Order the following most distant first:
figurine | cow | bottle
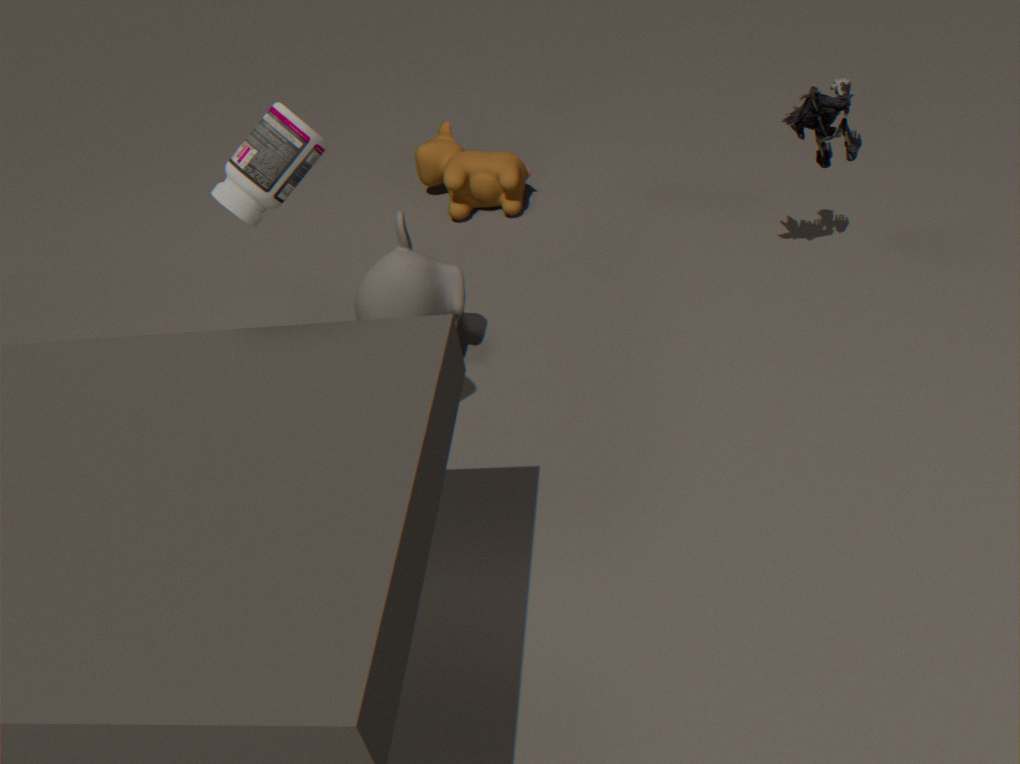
→ cow, figurine, bottle
